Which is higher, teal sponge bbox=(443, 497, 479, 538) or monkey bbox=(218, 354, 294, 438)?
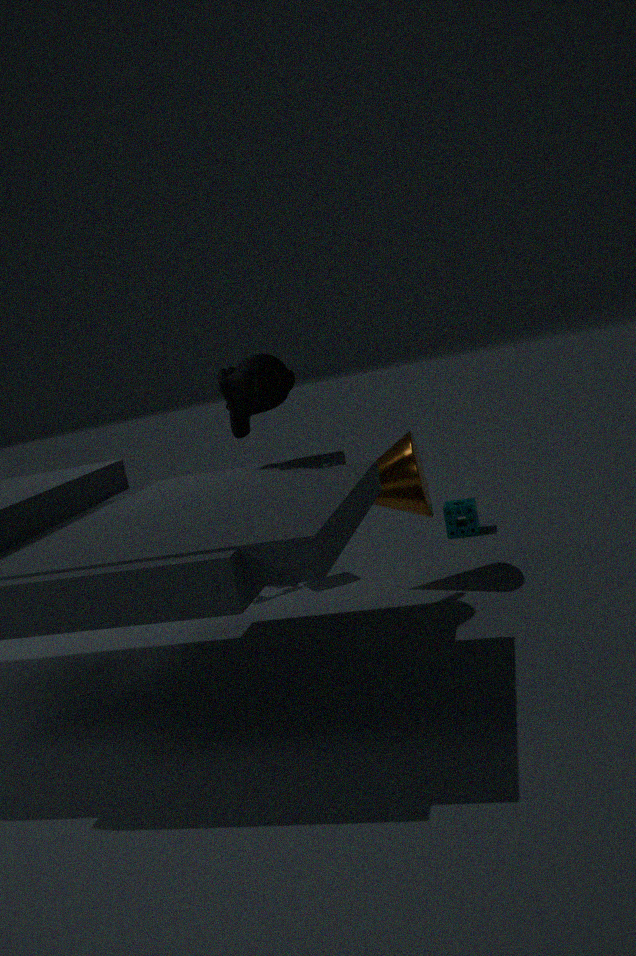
monkey bbox=(218, 354, 294, 438)
